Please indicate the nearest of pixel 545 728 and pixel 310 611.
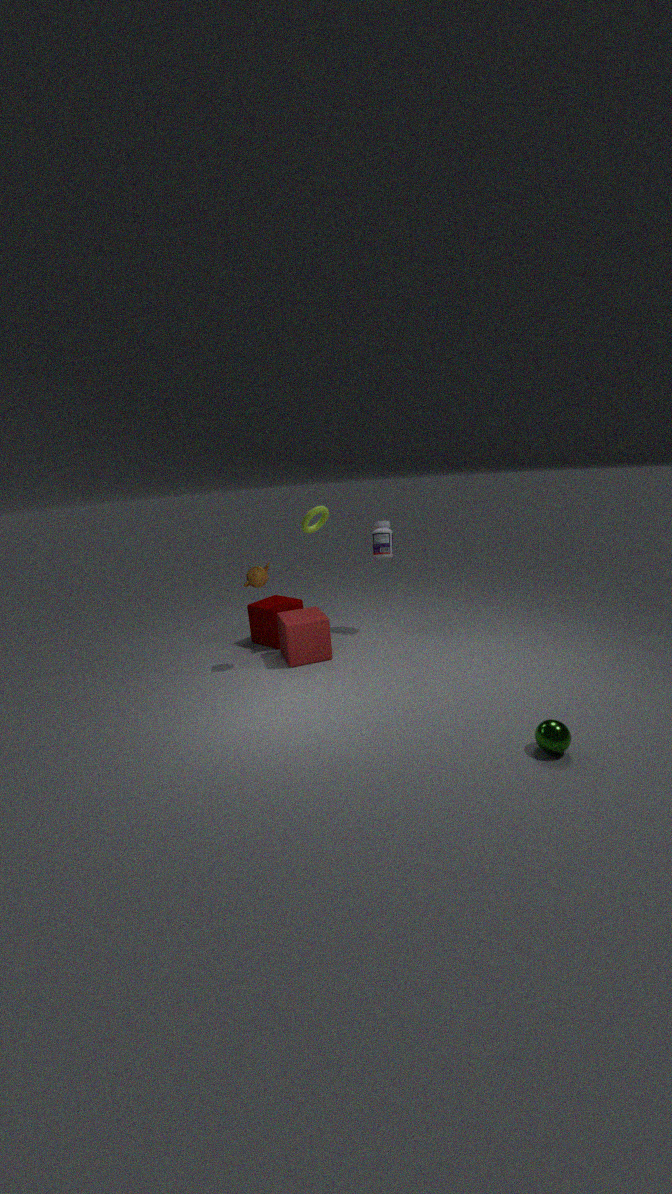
pixel 545 728
